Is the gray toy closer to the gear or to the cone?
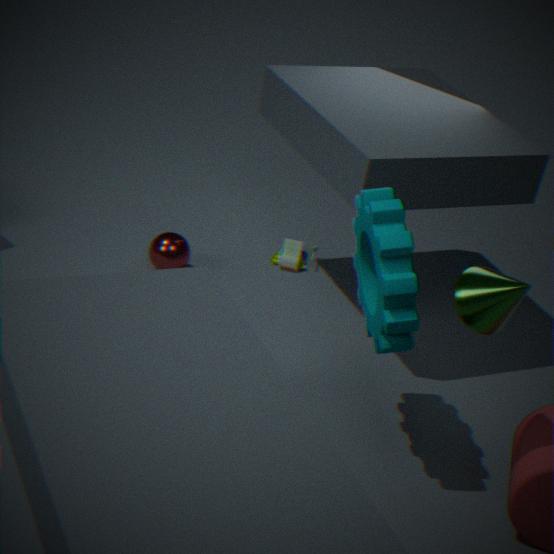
the gear
